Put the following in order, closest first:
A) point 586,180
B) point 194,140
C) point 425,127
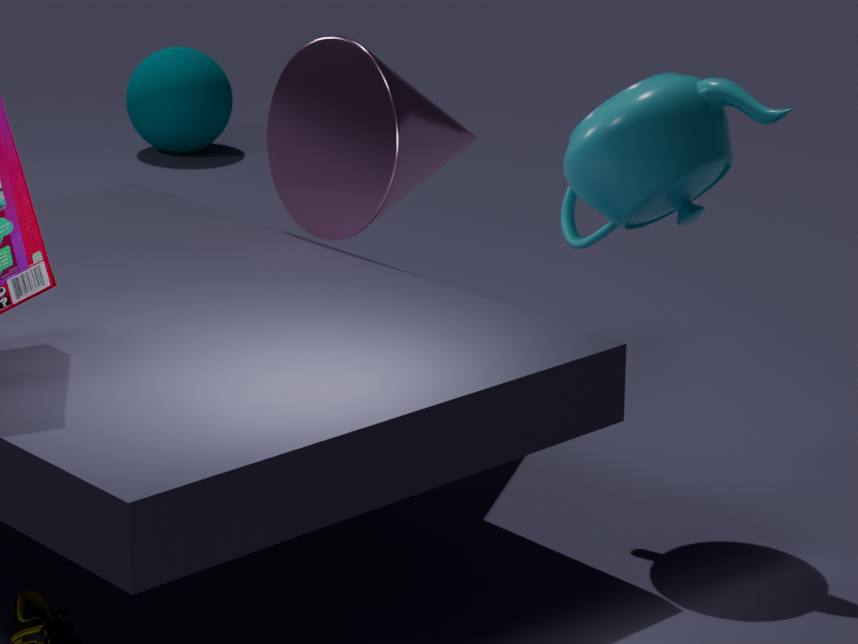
point 586,180
point 425,127
point 194,140
